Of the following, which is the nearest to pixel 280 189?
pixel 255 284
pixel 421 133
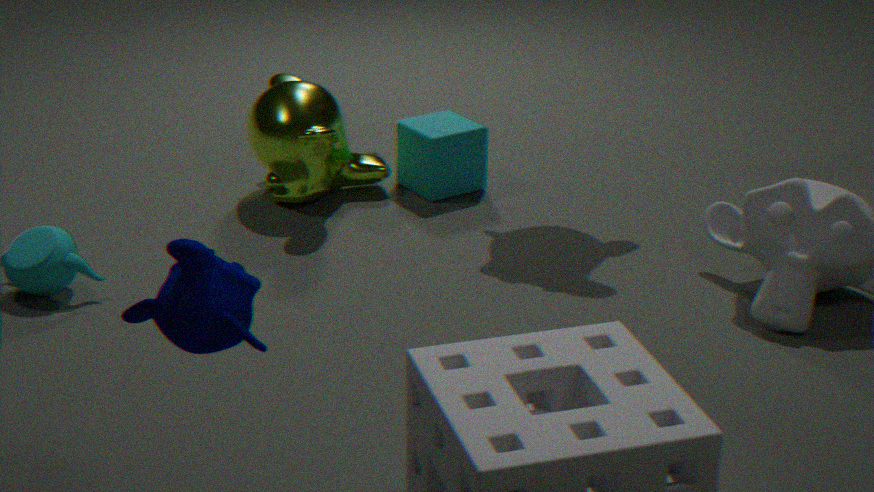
pixel 421 133
